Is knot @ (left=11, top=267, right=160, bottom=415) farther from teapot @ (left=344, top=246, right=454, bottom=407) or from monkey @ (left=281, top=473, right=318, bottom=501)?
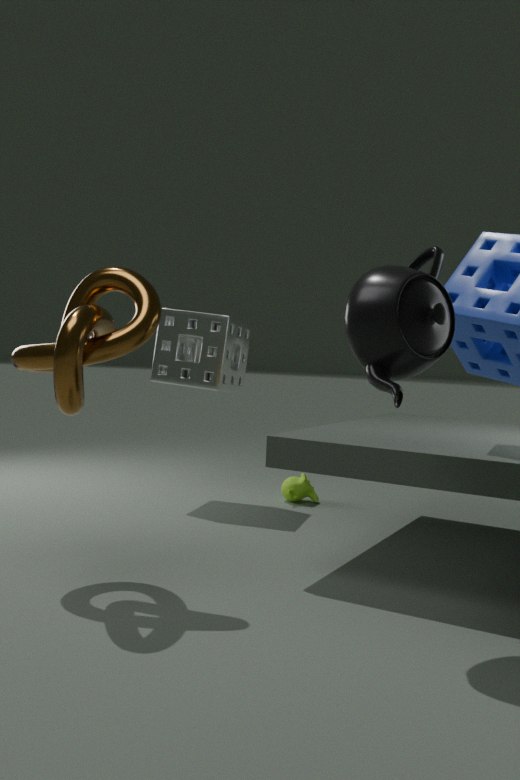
monkey @ (left=281, top=473, right=318, bottom=501)
